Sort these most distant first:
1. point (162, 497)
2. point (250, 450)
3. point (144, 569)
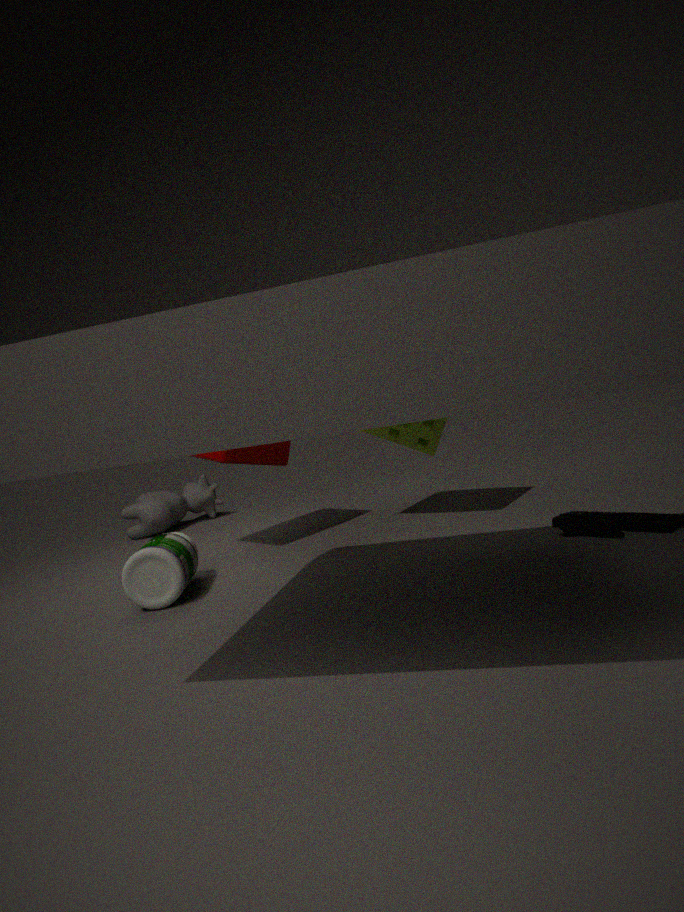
point (162, 497) → point (250, 450) → point (144, 569)
